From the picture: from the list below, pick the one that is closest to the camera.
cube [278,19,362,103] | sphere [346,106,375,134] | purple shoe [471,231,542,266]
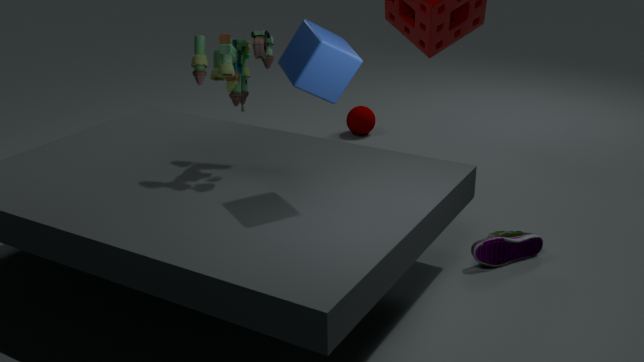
cube [278,19,362,103]
